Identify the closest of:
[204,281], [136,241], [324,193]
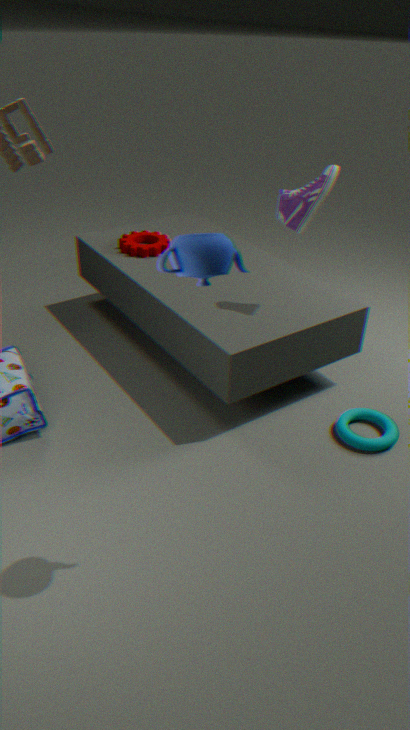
[204,281]
